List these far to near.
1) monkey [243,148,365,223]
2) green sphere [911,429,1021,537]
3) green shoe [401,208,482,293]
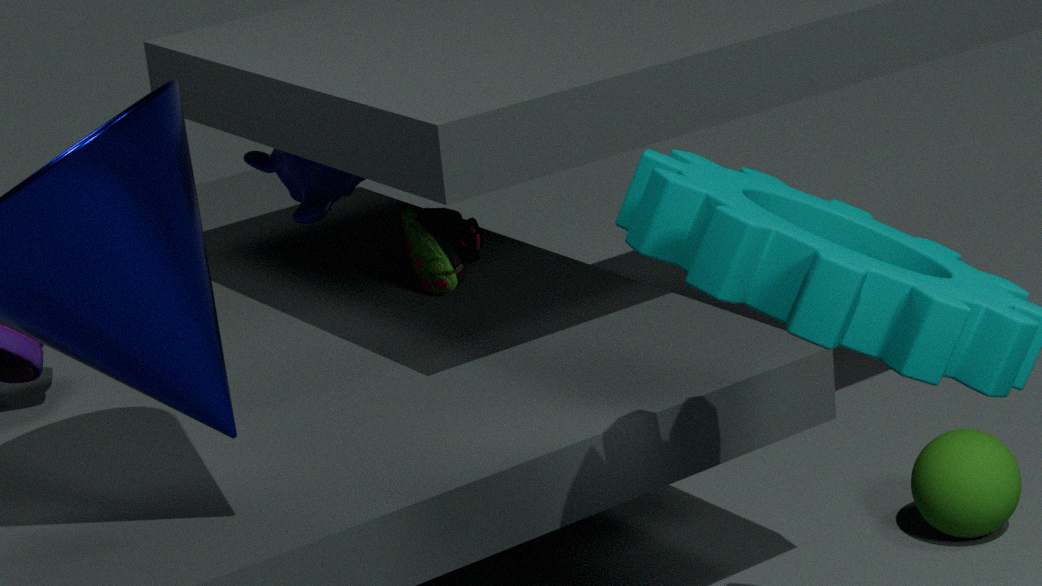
1. monkey [243,148,365,223], 3. green shoe [401,208,482,293], 2. green sphere [911,429,1021,537]
